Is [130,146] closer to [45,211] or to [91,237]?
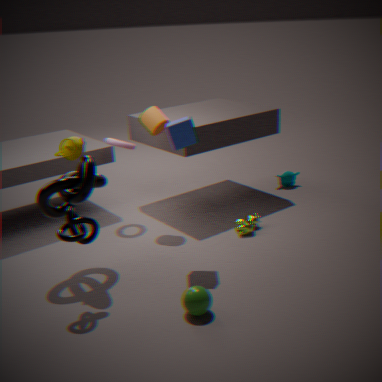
[45,211]
